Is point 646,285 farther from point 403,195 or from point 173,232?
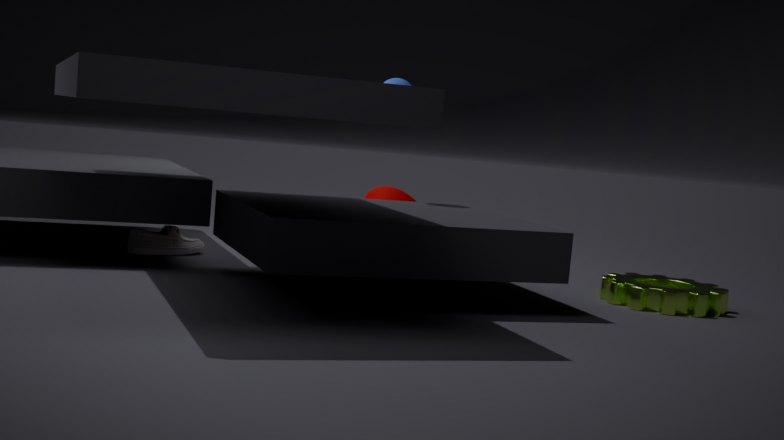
point 173,232
